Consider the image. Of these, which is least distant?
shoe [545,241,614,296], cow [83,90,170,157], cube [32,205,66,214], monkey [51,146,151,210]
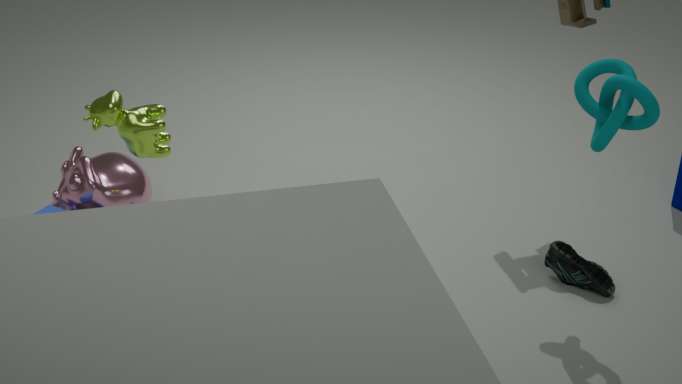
cow [83,90,170,157]
